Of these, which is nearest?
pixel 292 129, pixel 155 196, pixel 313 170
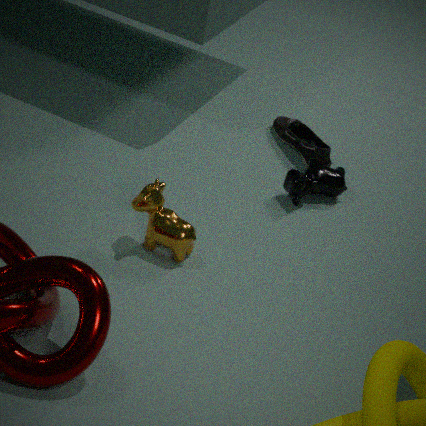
pixel 155 196
